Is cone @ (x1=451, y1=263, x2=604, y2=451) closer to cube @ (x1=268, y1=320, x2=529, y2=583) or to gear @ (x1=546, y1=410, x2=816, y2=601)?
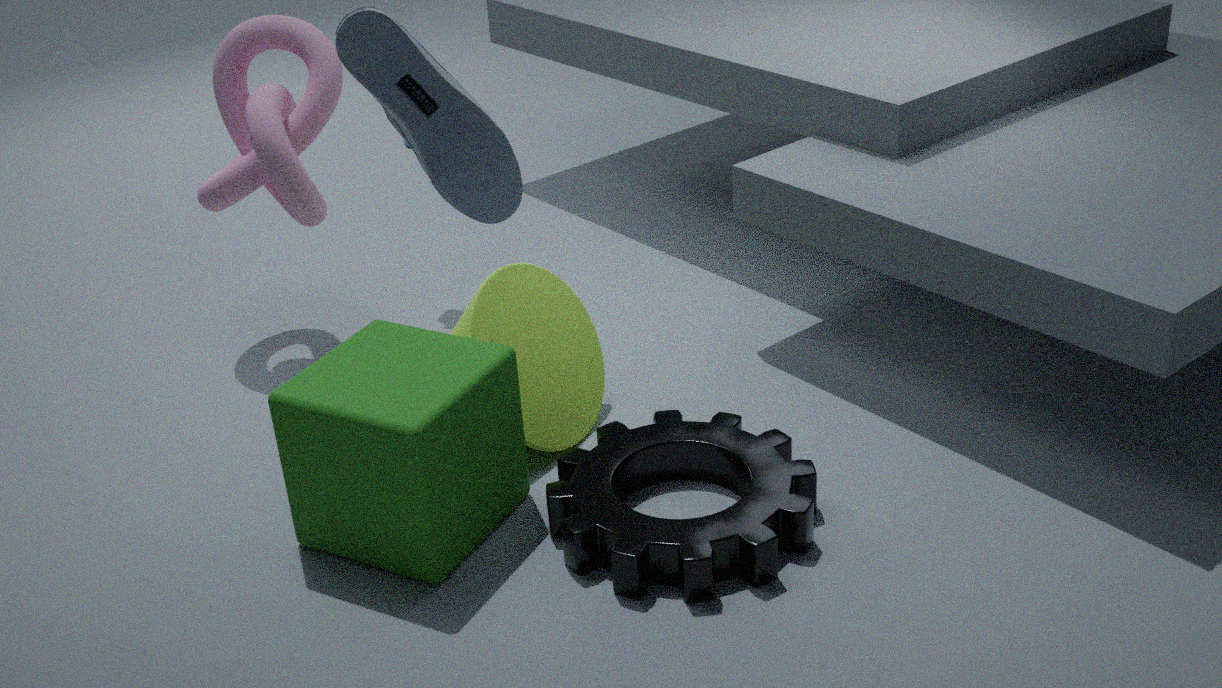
cube @ (x1=268, y1=320, x2=529, y2=583)
